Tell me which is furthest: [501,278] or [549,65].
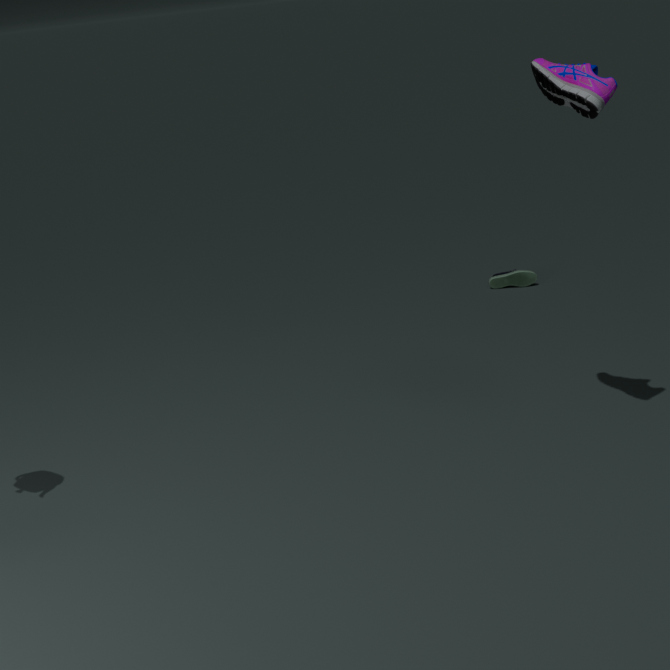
[501,278]
